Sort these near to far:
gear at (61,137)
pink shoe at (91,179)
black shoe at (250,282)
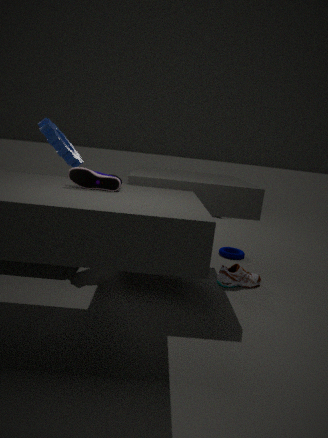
pink shoe at (91,179), black shoe at (250,282), gear at (61,137)
